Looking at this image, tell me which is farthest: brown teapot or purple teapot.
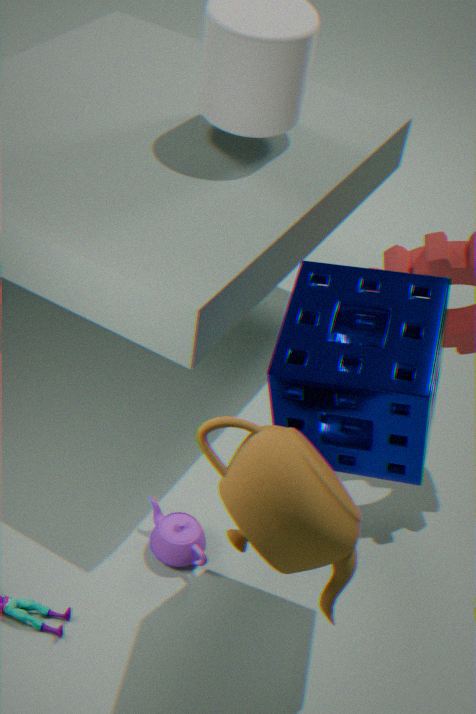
purple teapot
